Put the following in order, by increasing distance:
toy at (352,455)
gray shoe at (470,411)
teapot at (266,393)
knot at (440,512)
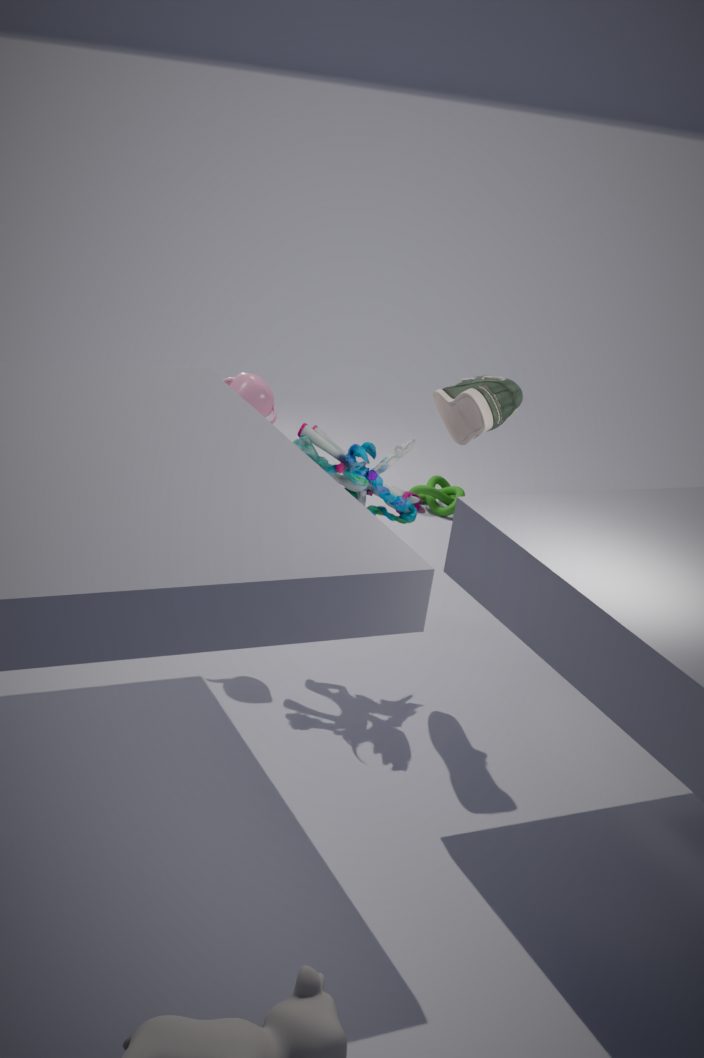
gray shoe at (470,411) < toy at (352,455) < teapot at (266,393) < knot at (440,512)
